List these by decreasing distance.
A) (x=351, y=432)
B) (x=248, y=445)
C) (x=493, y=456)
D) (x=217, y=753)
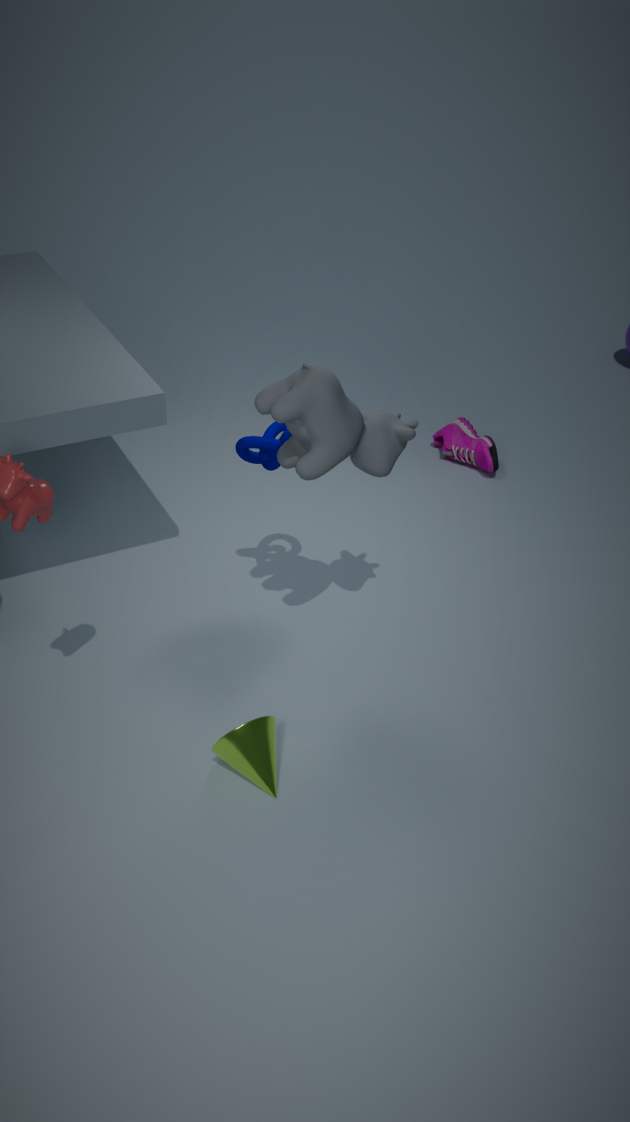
(x=493, y=456)
(x=248, y=445)
(x=351, y=432)
(x=217, y=753)
